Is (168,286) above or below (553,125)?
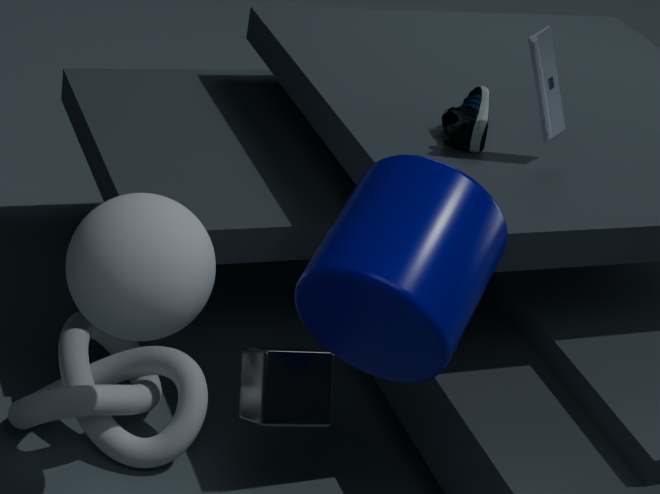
below
